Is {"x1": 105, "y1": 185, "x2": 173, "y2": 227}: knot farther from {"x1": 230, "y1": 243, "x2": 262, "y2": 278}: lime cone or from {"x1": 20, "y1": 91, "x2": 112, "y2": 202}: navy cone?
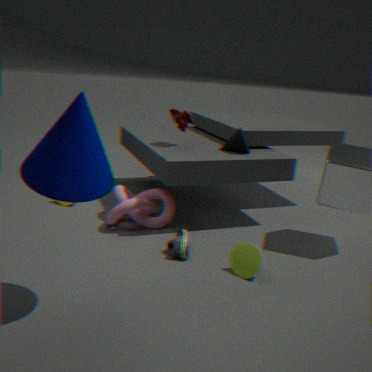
{"x1": 20, "y1": 91, "x2": 112, "y2": 202}: navy cone
